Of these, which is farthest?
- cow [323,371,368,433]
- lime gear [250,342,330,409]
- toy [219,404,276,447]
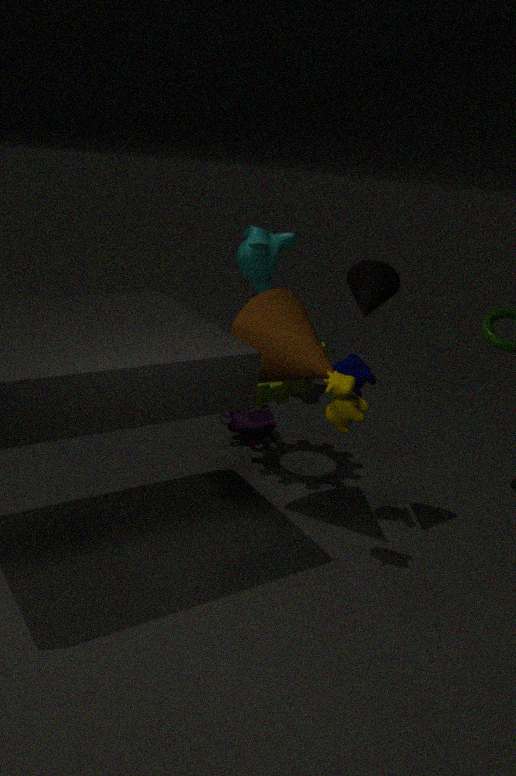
toy [219,404,276,447]
